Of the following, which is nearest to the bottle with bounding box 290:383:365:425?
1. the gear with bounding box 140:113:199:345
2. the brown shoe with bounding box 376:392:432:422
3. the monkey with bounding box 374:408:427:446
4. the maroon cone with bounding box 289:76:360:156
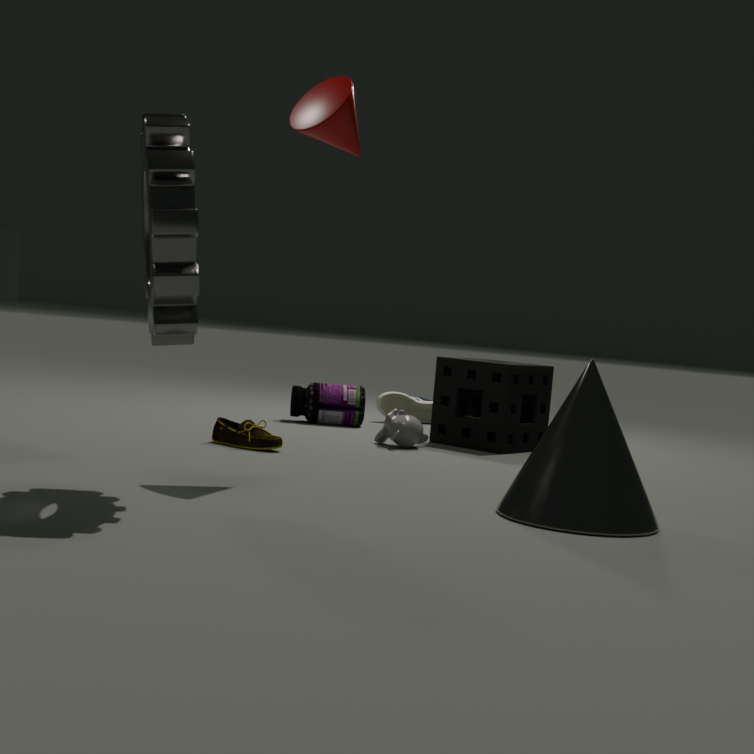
the brown shoe with bounding box 376:392:432:422
